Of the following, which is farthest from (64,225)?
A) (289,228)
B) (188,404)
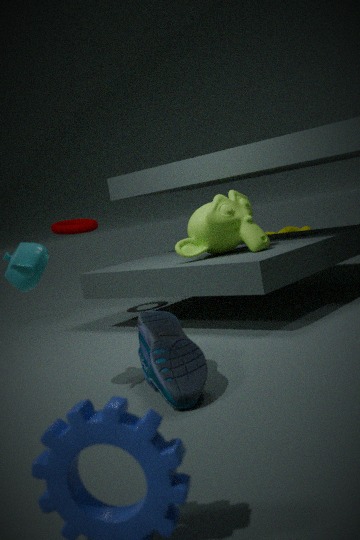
(289,228)
